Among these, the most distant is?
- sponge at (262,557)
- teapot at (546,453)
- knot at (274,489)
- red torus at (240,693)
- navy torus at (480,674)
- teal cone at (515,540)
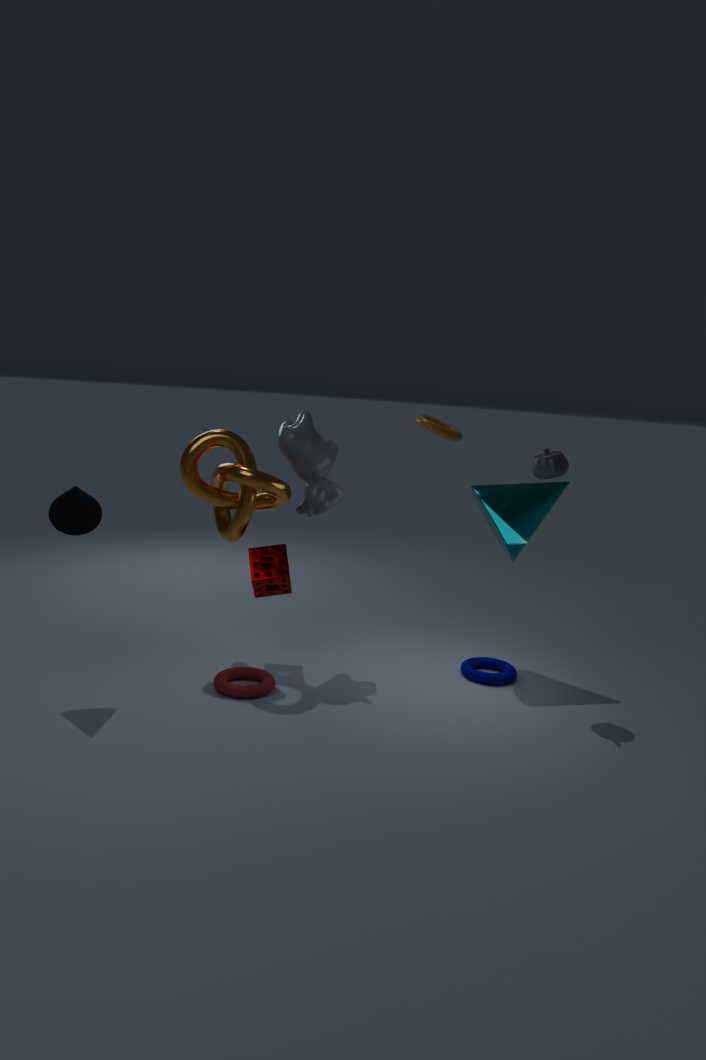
teal cone at (515,540)
